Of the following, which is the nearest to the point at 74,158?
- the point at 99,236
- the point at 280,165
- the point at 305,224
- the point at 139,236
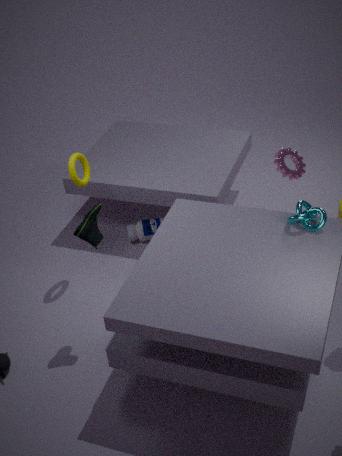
the point at 99,236
